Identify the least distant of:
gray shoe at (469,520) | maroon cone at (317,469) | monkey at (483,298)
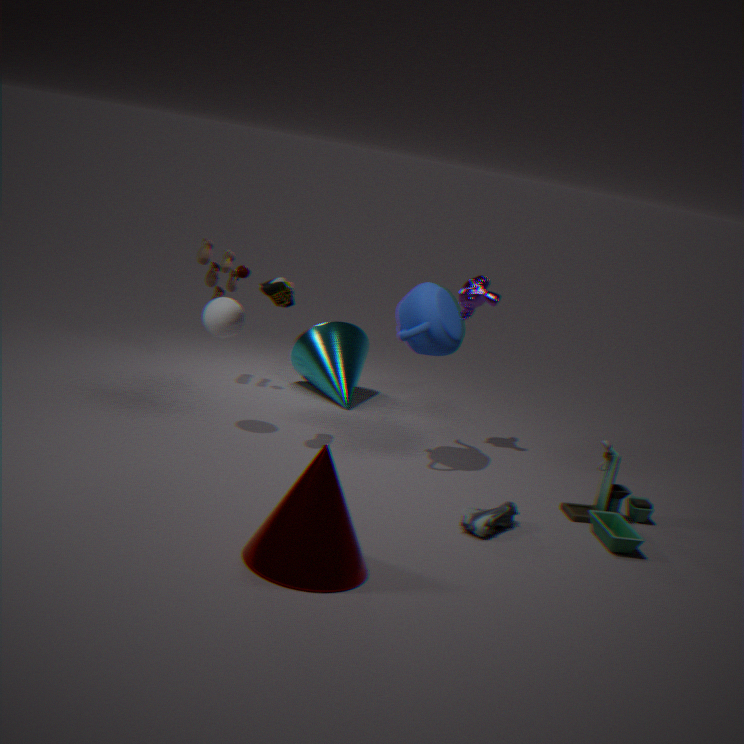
maroon cone at (317,469)
